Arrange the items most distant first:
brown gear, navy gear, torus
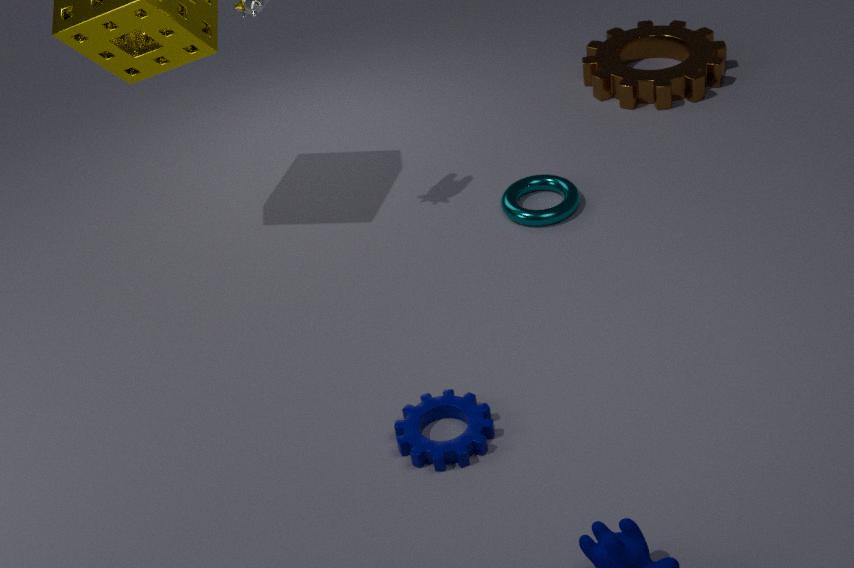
brown gear < torus < navy gear
